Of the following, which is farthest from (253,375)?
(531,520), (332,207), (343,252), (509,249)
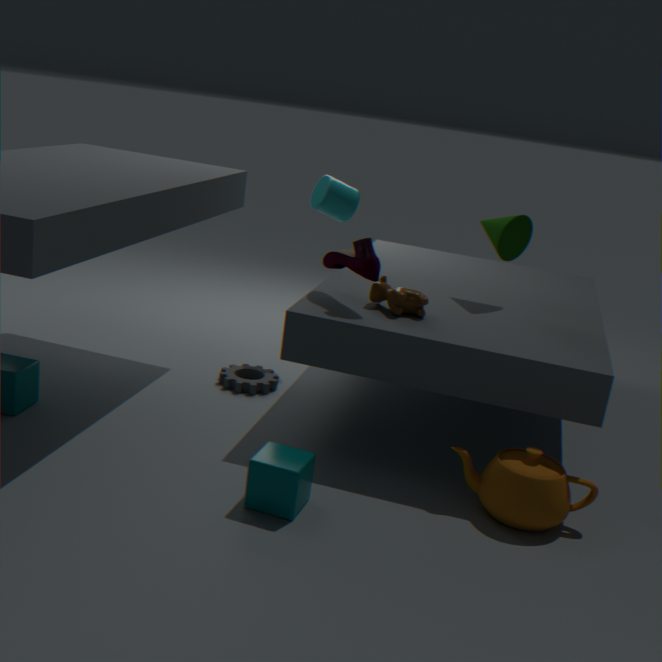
(531,520)
